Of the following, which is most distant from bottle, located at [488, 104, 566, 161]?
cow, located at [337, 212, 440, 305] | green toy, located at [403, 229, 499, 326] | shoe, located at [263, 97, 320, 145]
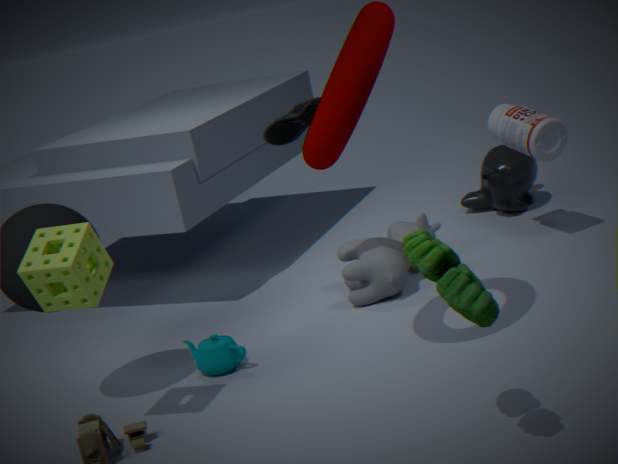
green toy, located at [403, 229, 499, 326]
